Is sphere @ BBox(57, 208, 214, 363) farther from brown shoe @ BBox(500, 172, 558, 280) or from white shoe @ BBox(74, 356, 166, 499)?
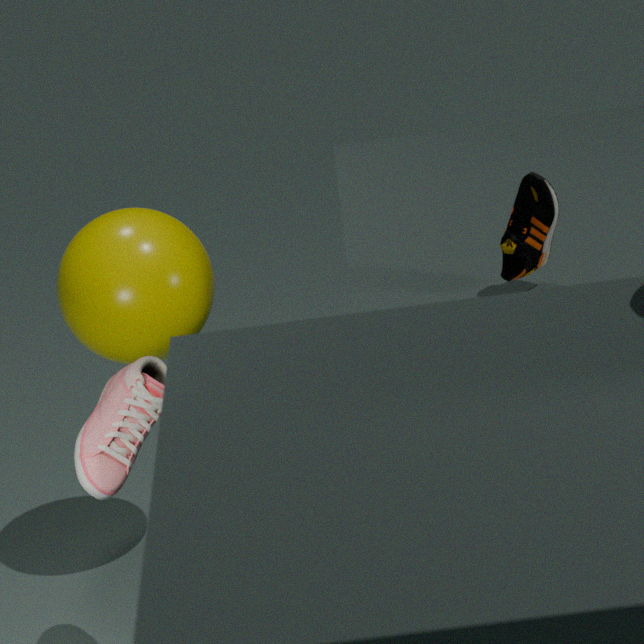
brown shoe @ BBox(500, 172, 558, 280)
